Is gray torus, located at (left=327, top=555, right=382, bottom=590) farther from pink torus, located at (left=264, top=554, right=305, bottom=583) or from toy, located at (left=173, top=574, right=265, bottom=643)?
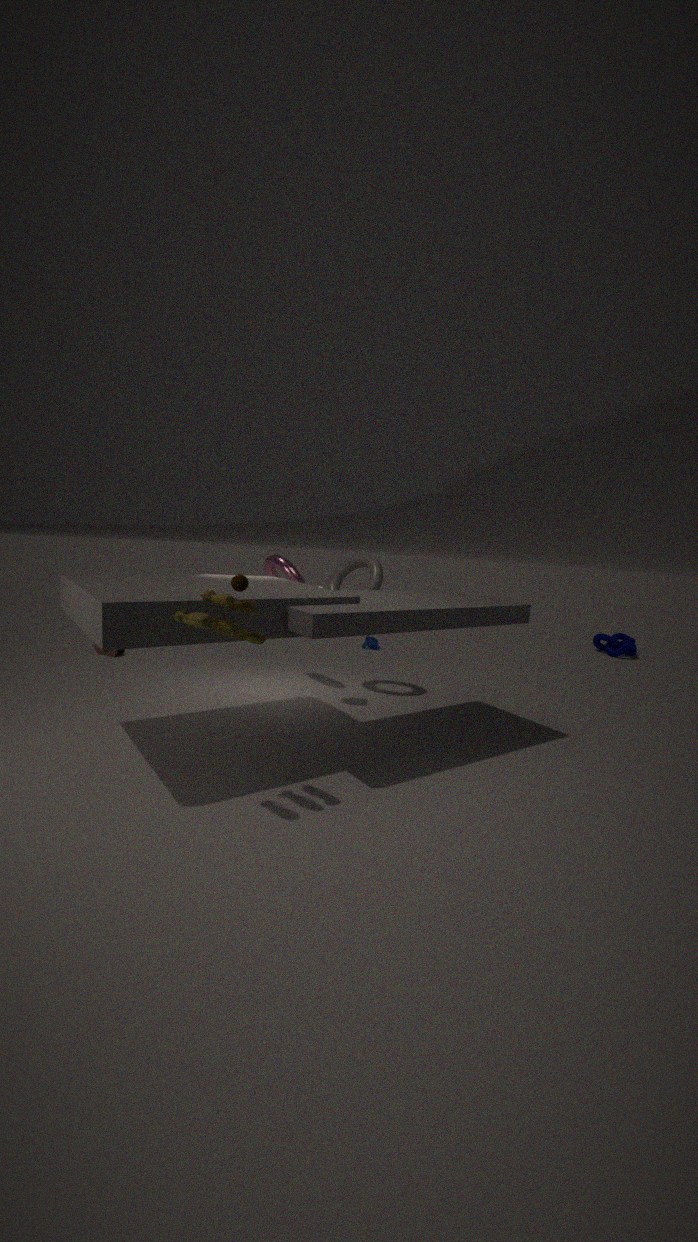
toy, located at (left=173, top=574, right=265, bottom=643)
